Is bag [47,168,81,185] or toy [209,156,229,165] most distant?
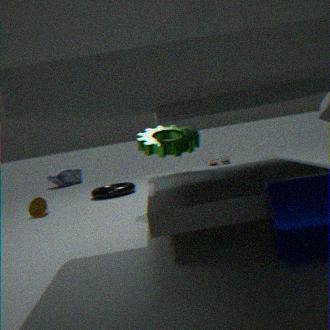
bag [47,168,81,185]
